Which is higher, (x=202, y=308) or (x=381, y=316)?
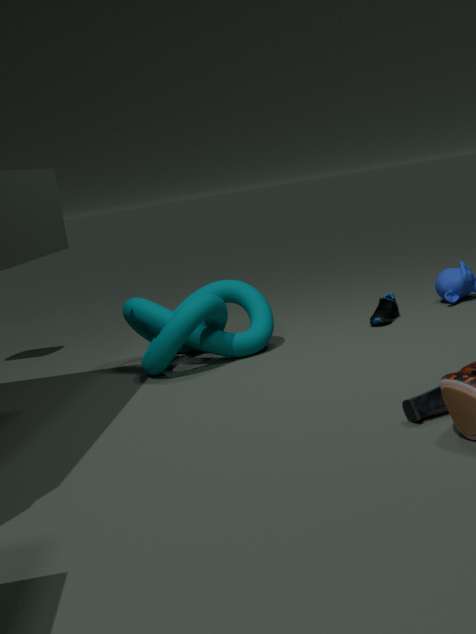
(x=202, y=308)
